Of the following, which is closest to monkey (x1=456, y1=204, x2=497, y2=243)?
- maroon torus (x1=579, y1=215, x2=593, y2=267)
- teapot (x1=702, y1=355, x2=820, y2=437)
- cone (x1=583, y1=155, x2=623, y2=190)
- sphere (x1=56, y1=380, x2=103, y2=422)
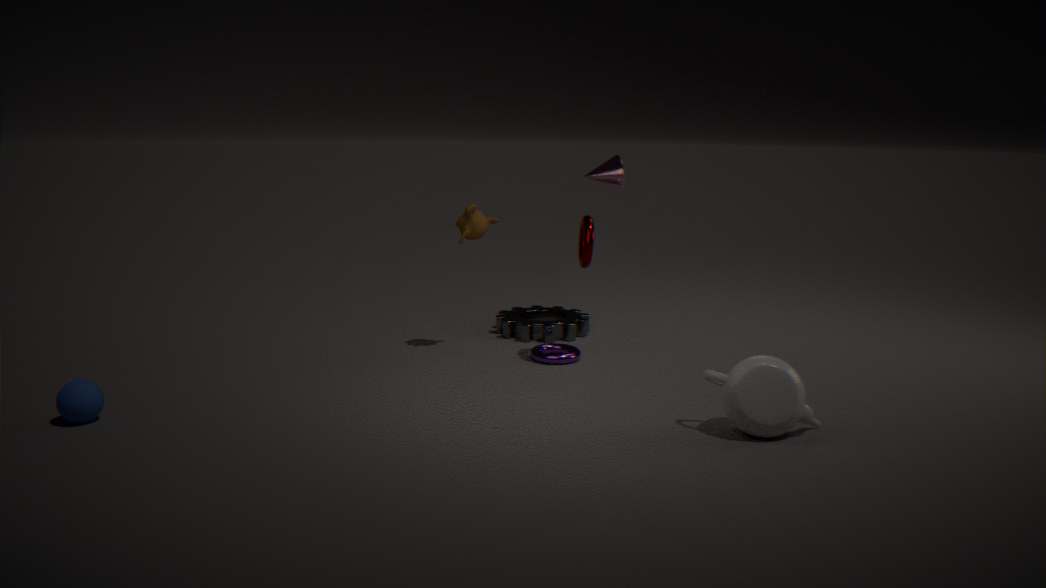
maroon torus (x1=579, y1=215, x2=593, y2=267)
